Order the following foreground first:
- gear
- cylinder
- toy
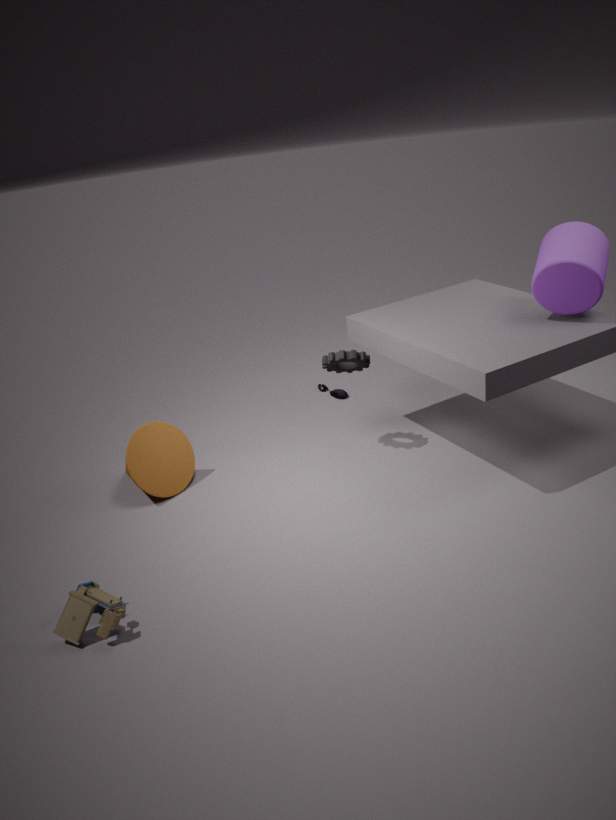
toy
cylinder
gear
